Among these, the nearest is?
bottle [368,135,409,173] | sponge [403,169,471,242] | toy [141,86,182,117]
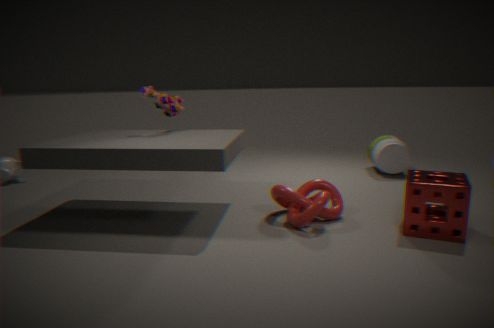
sponge [403,169,471,242]
